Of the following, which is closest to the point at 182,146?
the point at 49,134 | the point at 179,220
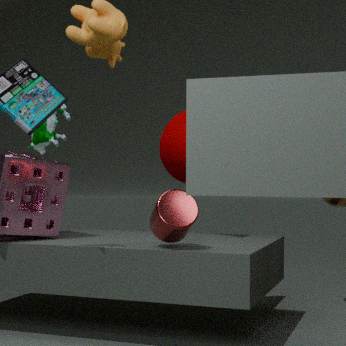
the point at 179,220
